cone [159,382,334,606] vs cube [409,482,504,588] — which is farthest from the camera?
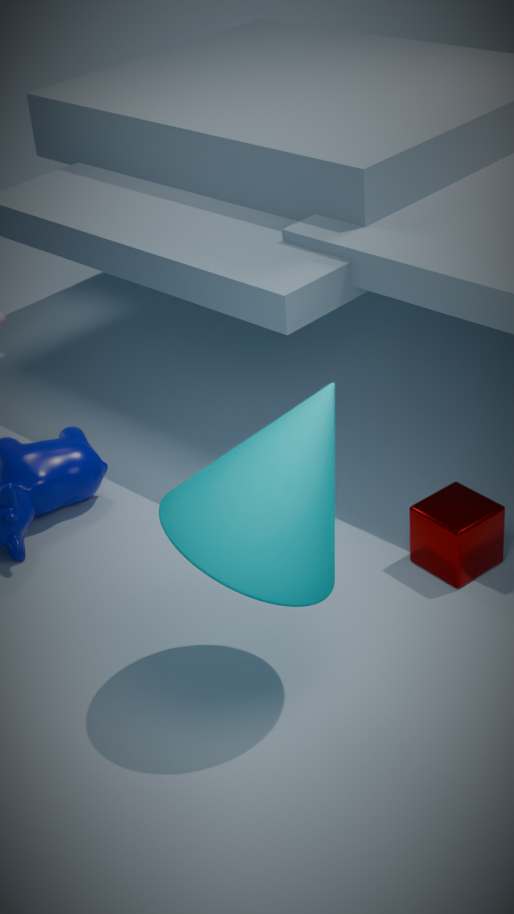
cube [409,482,504,588]
